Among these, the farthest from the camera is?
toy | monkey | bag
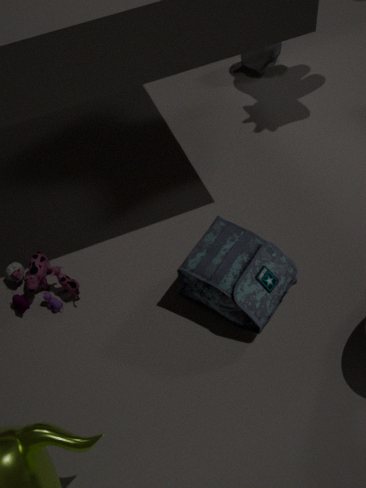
monkey
